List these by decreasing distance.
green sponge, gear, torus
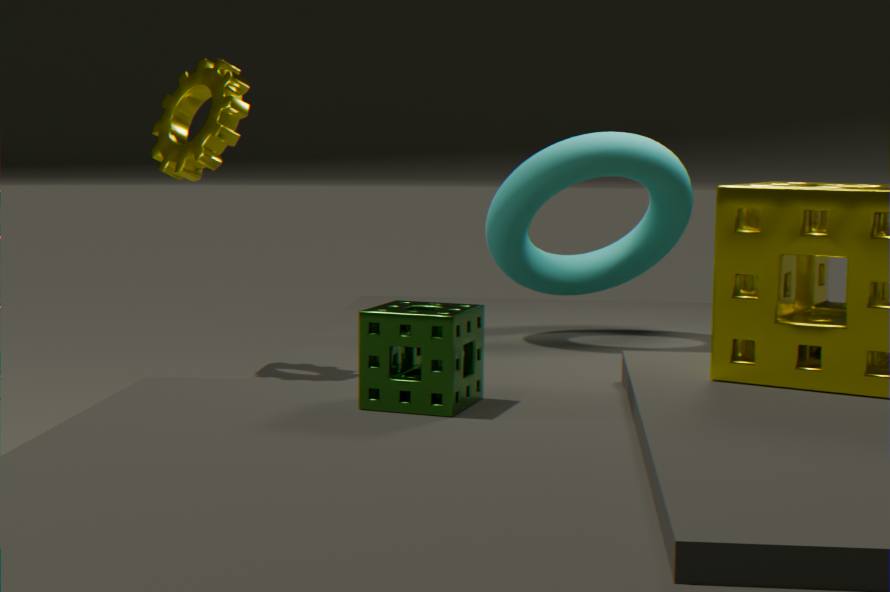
torus
gear
green sponge
